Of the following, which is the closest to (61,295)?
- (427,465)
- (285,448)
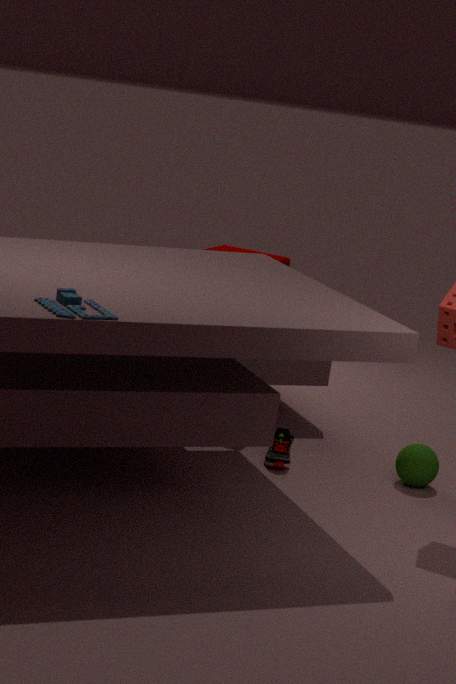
(285,448)
